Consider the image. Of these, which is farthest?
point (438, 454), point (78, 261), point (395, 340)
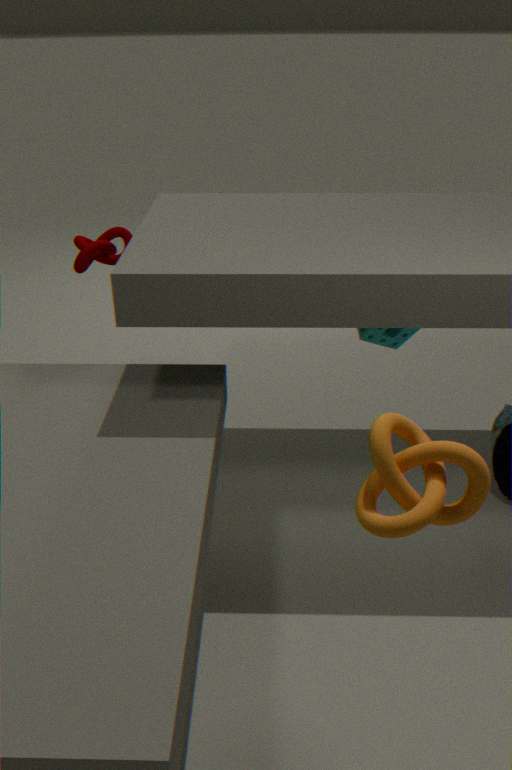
point (78, 261)
